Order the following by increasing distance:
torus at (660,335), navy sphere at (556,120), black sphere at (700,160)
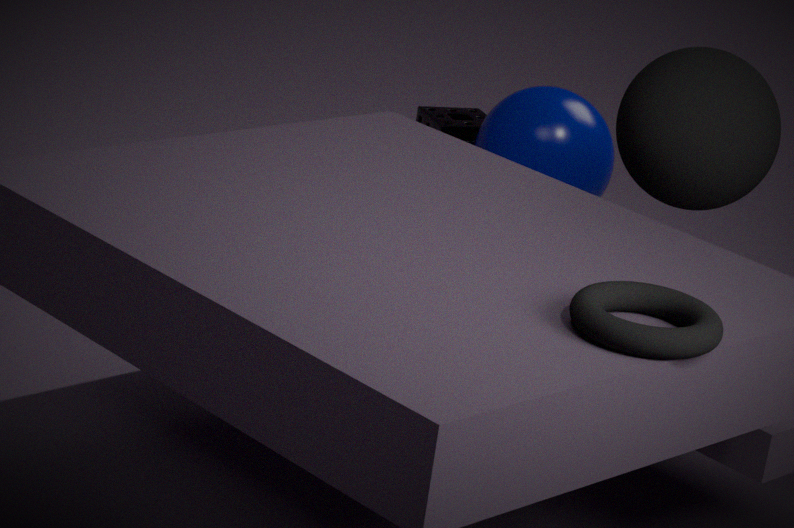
torus at (660,335) → black sphere at (700,160) → navy sphere at (556,120)
